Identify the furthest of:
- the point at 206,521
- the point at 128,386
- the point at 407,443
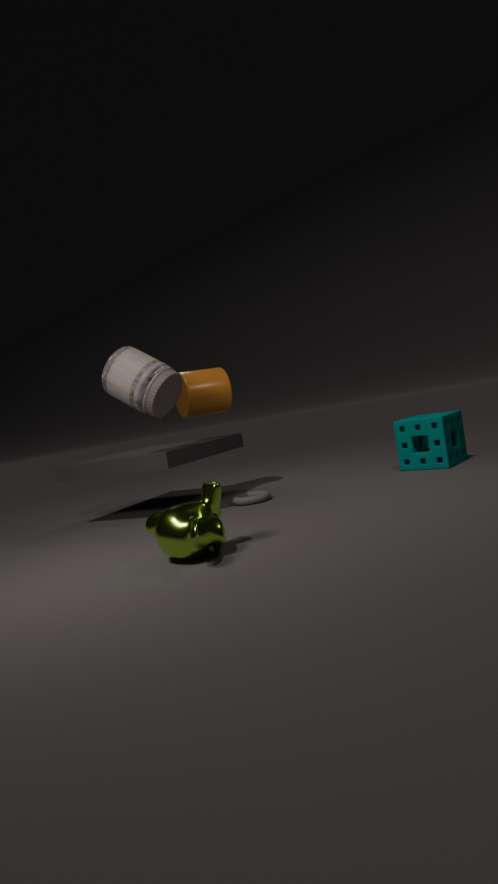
the point at 407,443
